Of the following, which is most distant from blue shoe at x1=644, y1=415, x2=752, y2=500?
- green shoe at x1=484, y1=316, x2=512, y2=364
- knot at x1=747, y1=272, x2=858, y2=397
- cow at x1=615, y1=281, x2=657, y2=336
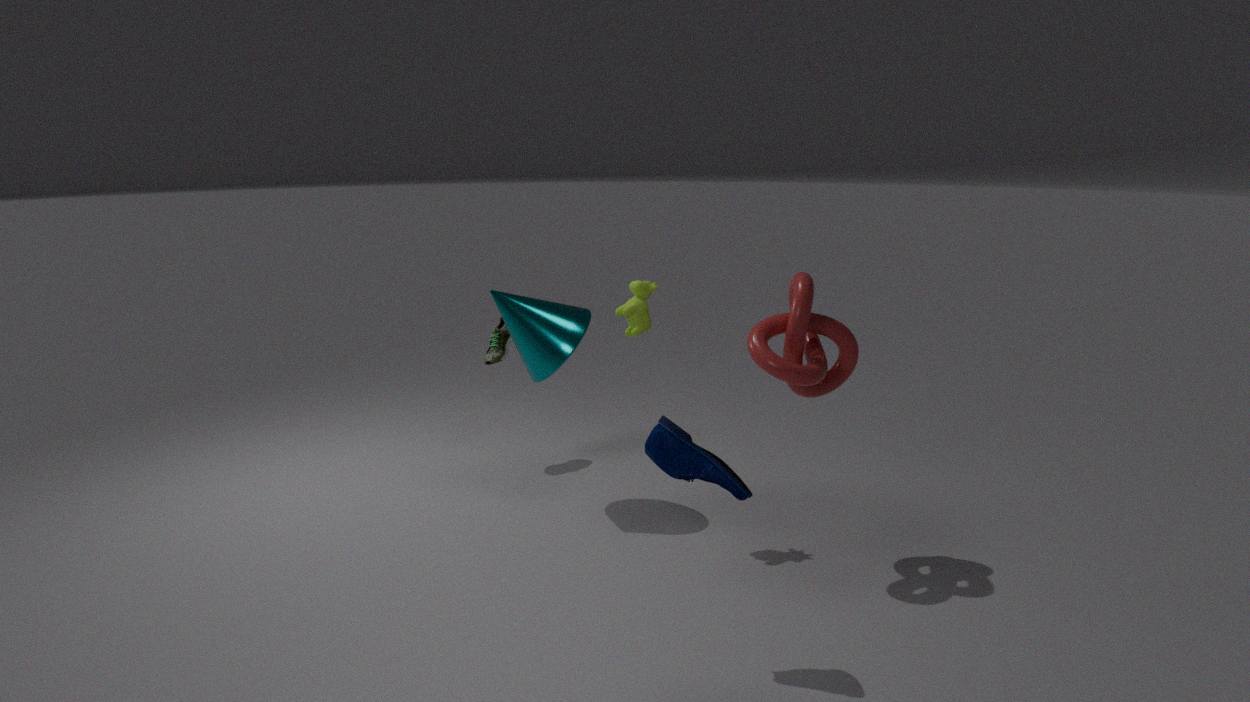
green shoe at x1=484, y1=316, x2=512, y2=364
